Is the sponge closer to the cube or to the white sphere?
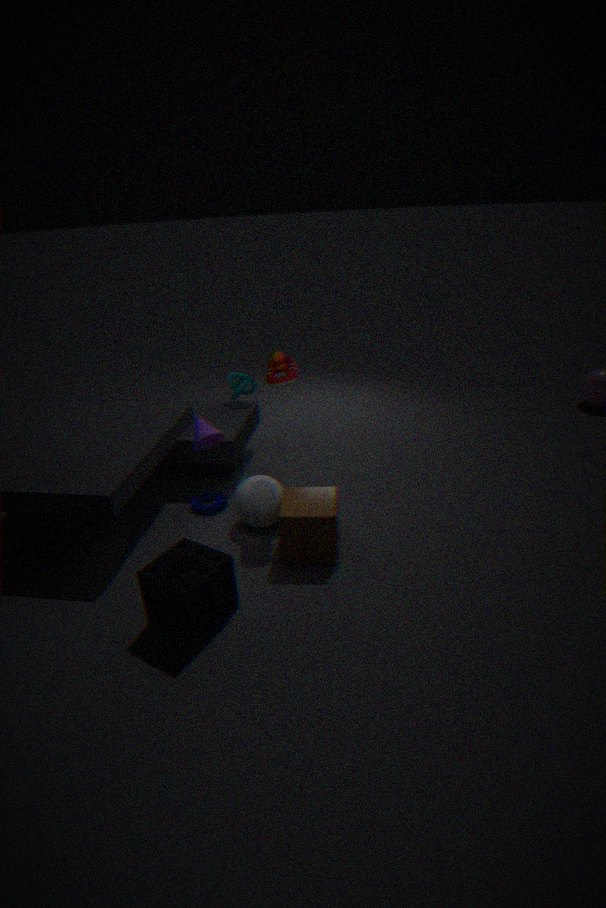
the cube
